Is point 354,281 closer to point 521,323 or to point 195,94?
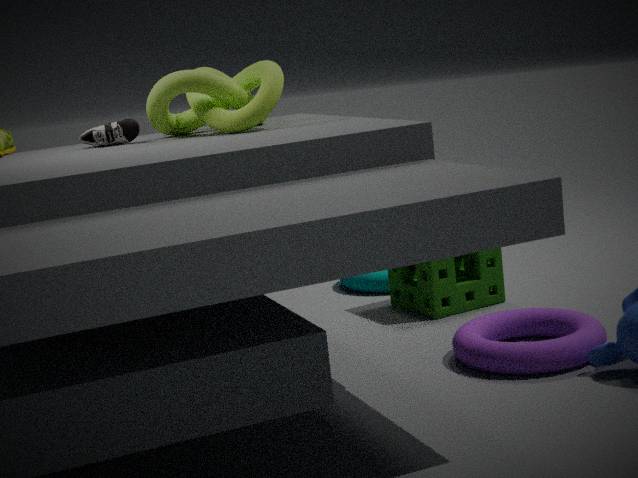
point 521,323
